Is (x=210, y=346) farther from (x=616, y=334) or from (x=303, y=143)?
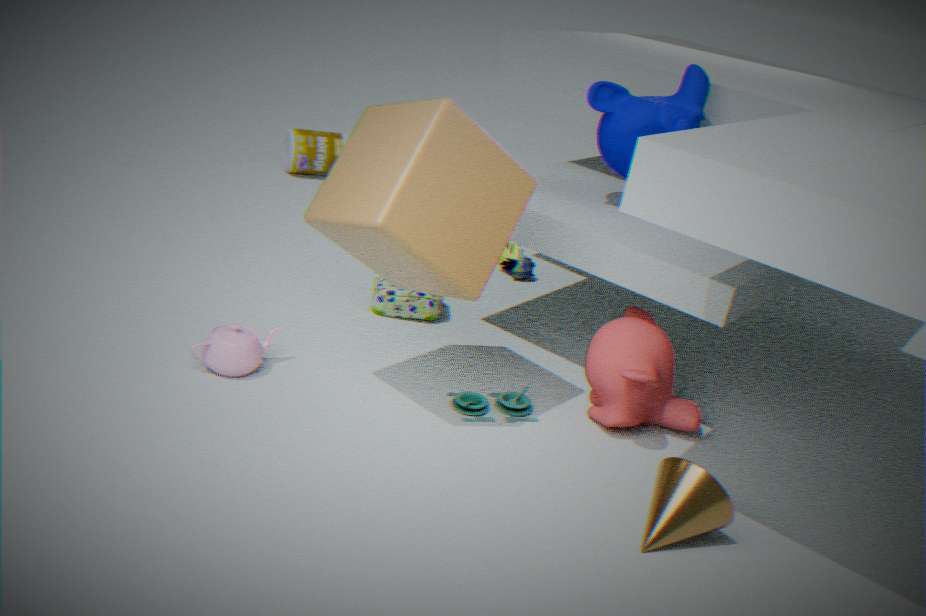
(x=303, y=143)
